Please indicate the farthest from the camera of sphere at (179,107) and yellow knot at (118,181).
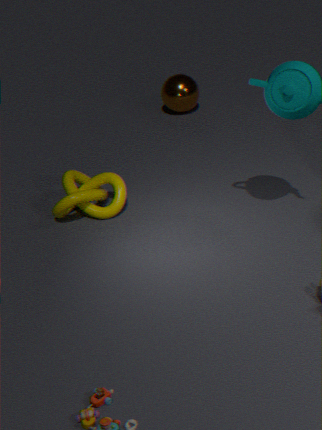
sphere at (179,107)
